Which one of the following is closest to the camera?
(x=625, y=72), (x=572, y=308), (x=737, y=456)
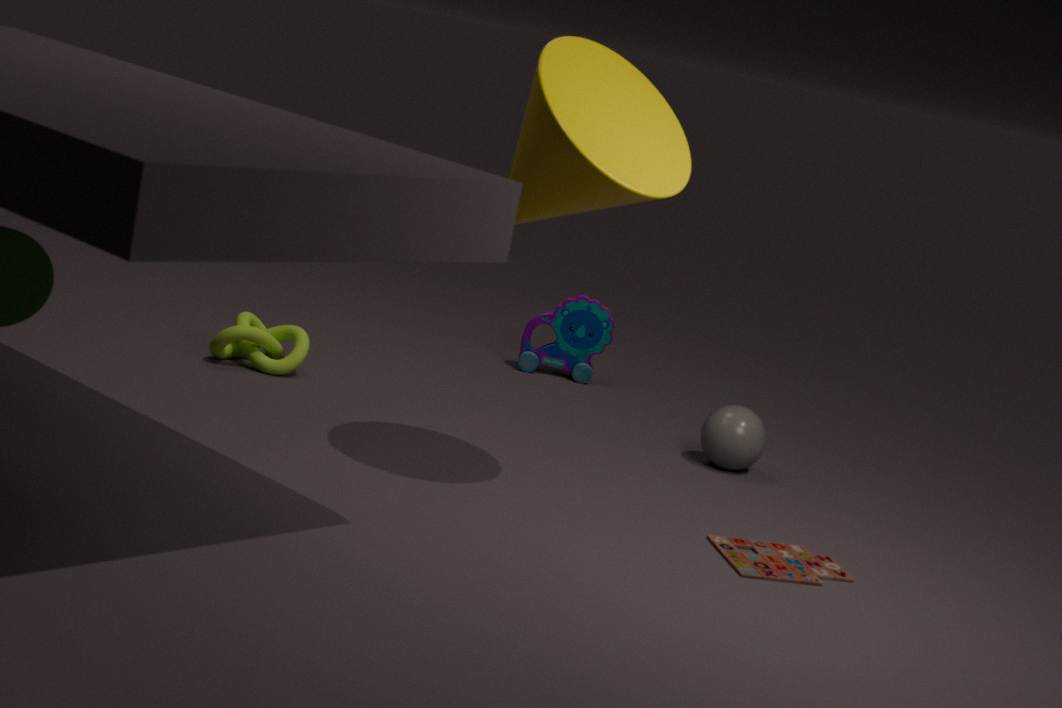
(x=625, y=72)
